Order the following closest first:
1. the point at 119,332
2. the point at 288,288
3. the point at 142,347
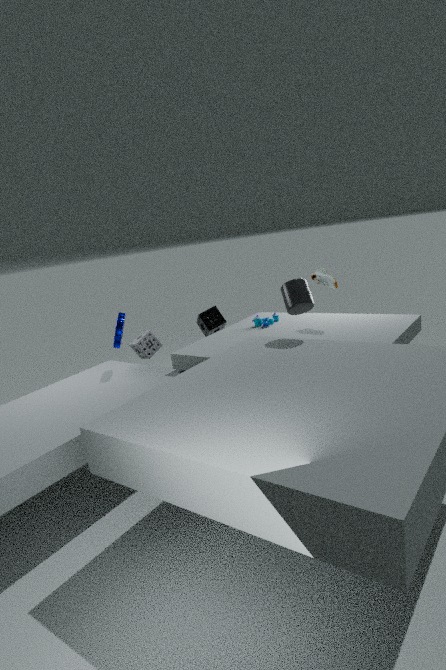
the point at 288,288
the point at 119,332
the point at 142,347
